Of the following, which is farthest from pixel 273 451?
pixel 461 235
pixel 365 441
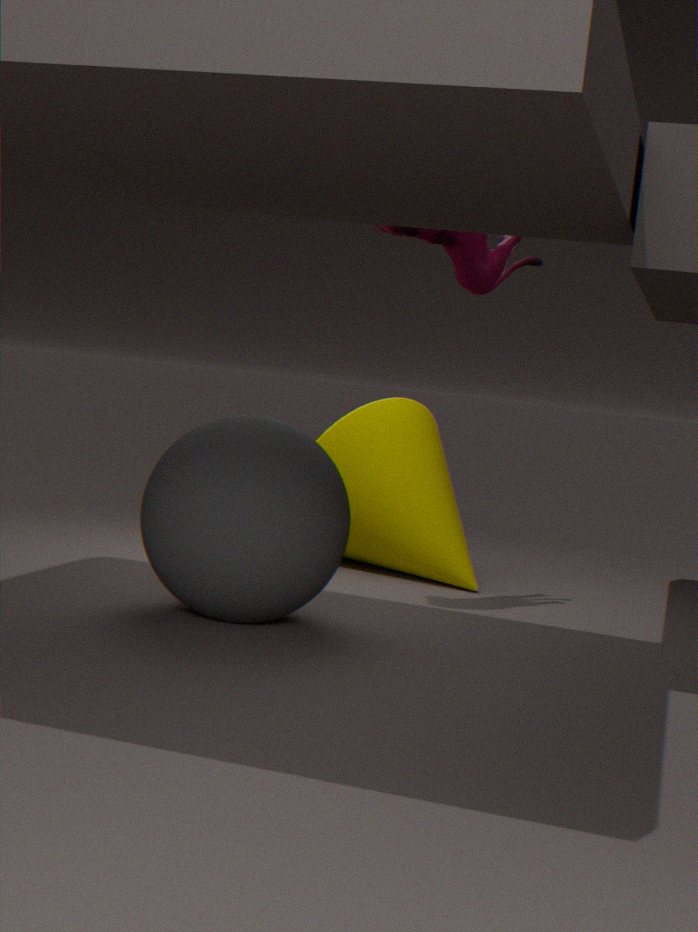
pixel 365 441
